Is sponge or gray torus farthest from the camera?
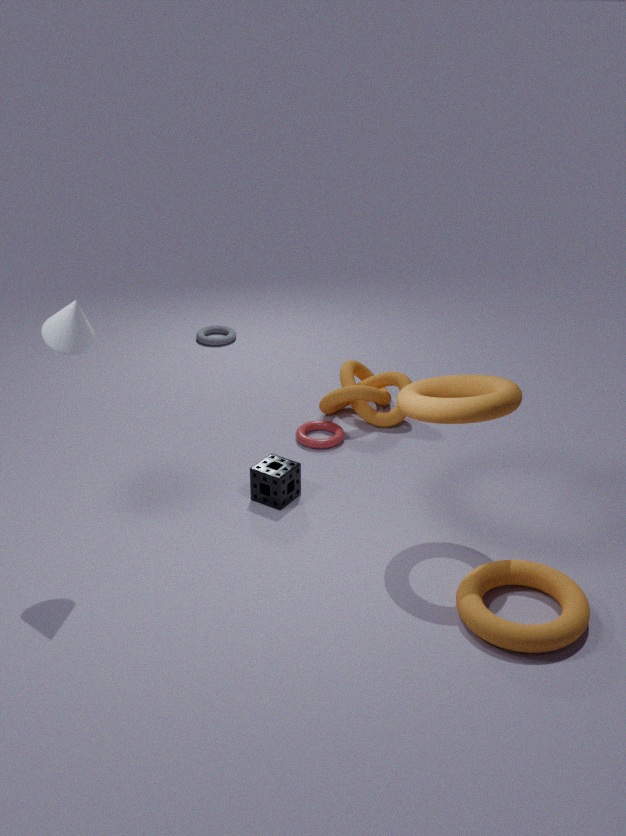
gray torus
